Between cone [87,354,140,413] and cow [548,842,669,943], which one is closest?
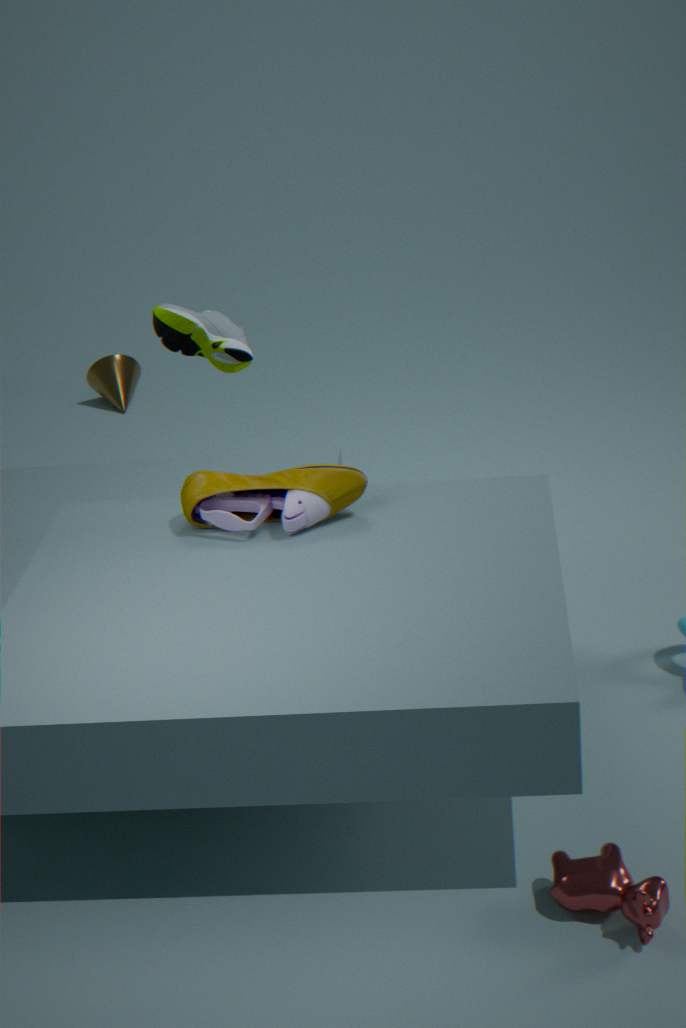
cow [548,842,669,943]
